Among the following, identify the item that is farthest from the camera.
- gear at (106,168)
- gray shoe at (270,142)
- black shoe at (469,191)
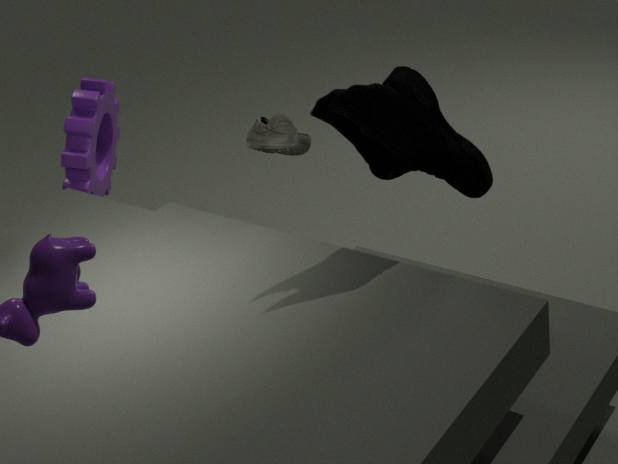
gear at (106,168)
